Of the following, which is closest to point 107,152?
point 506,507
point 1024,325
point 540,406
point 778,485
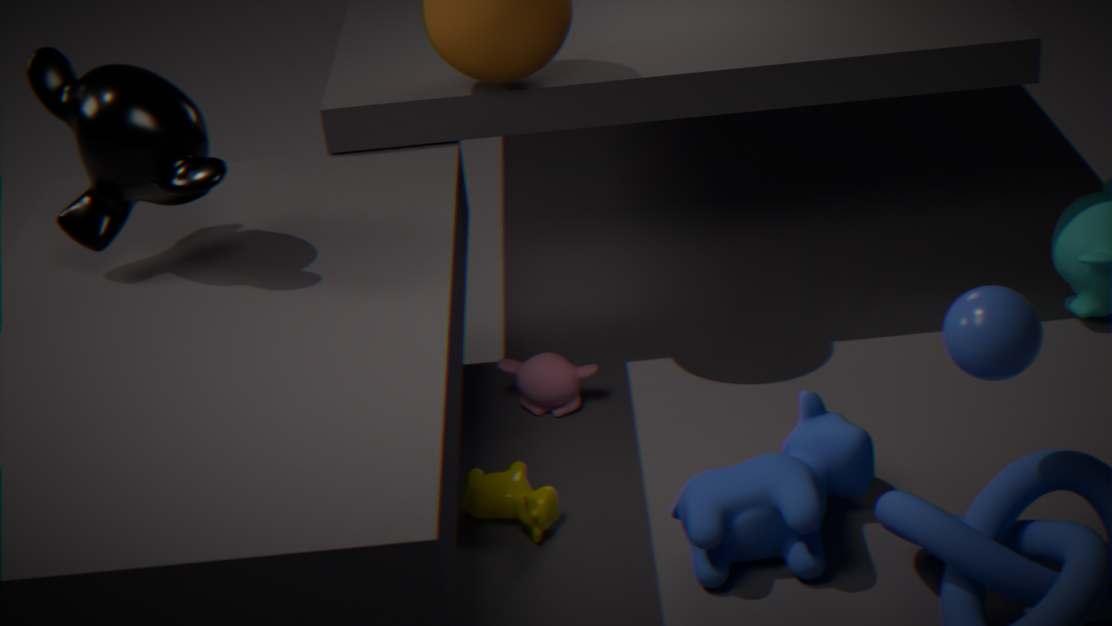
point 506,507
